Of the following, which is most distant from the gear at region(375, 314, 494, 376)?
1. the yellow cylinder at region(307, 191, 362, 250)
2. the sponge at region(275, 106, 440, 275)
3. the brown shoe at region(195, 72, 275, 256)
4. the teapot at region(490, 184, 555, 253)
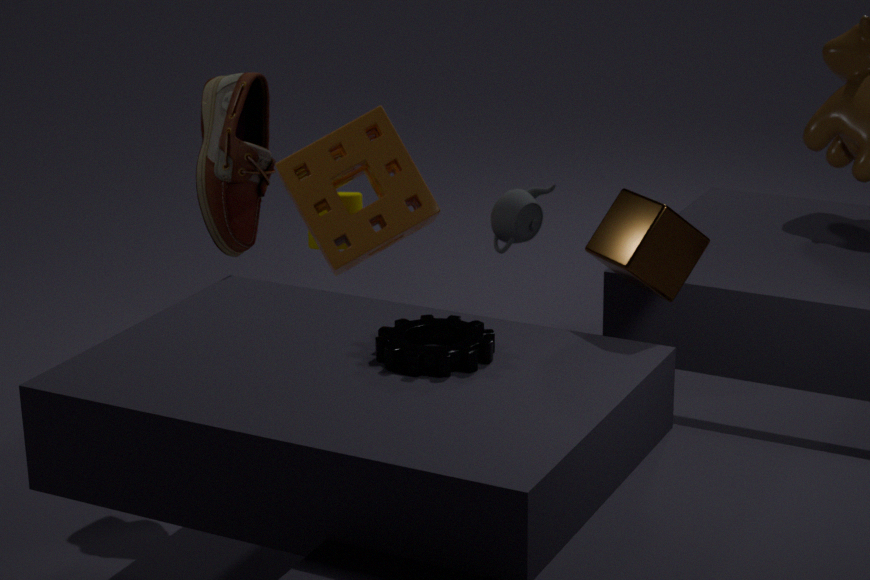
the yellow cylinder at region(307, 191, 362, 250)
